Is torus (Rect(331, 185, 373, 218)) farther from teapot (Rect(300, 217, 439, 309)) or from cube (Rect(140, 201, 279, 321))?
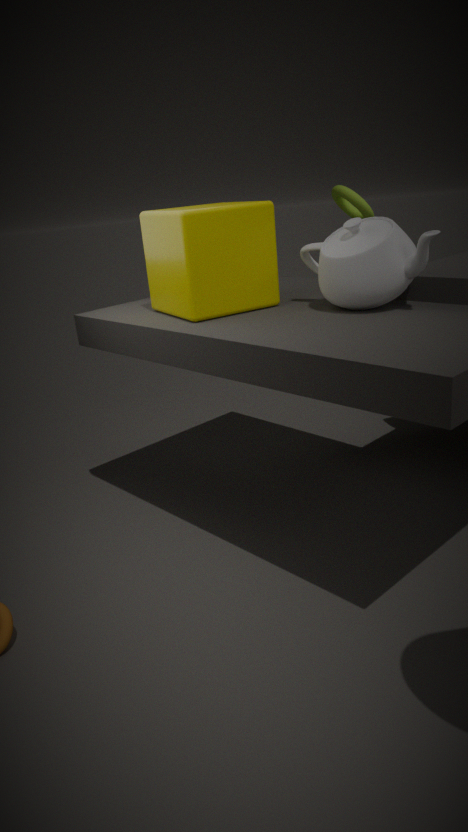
teapot (Rect(300, 217, 439, 309))
